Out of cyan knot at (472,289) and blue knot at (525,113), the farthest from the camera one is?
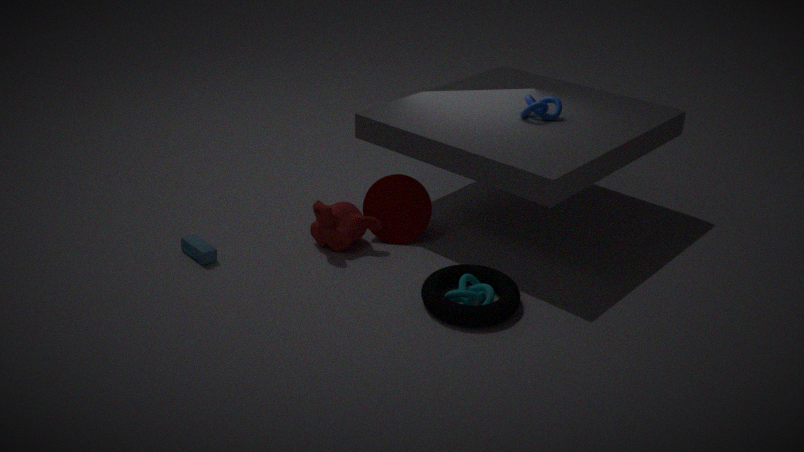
blue knot at (525,113)
